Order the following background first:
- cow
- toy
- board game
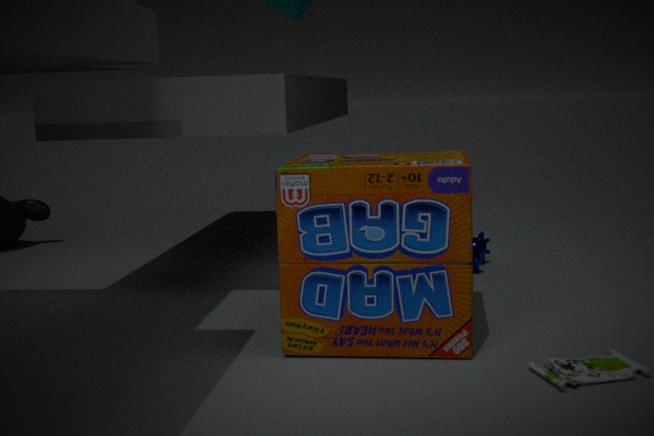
1. cow
2. board game
3. toy
